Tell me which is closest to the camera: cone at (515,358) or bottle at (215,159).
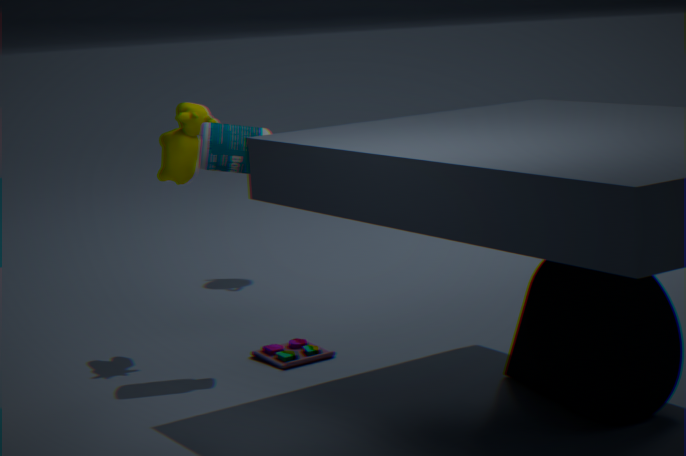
cone at (515,358)
